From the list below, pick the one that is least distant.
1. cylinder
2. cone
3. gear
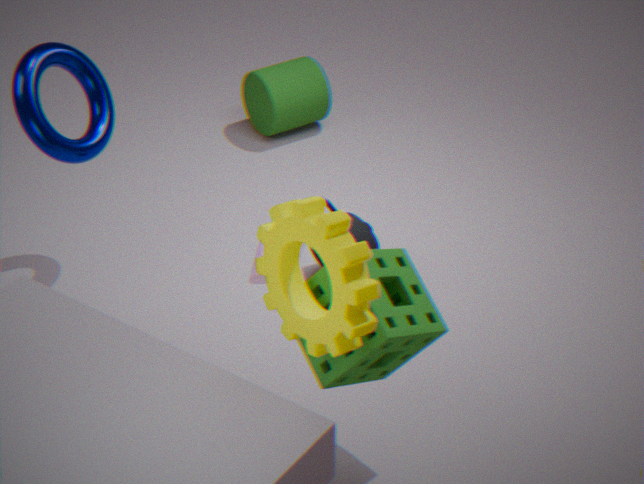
gear
